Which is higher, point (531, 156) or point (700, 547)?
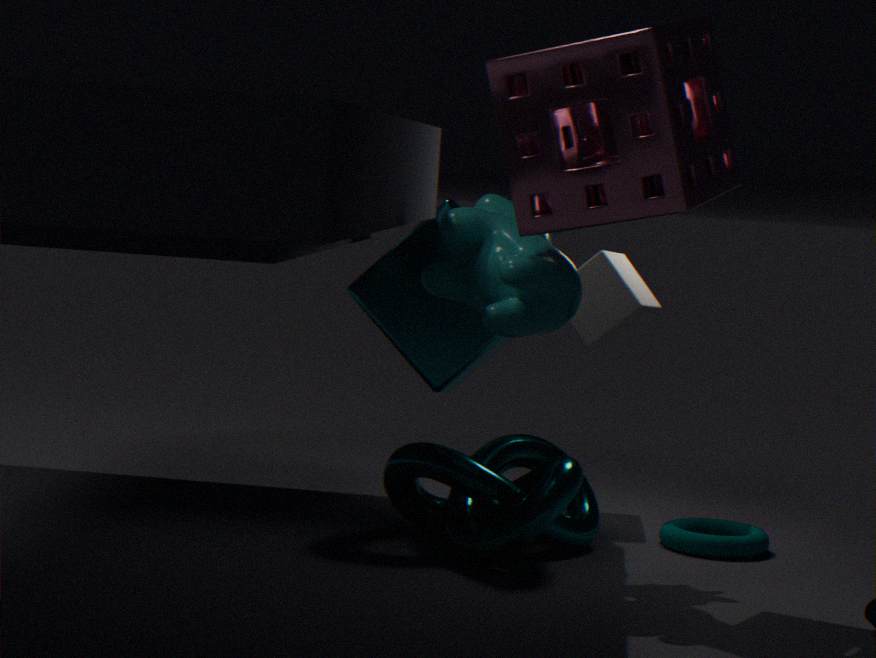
point (531, 156)
